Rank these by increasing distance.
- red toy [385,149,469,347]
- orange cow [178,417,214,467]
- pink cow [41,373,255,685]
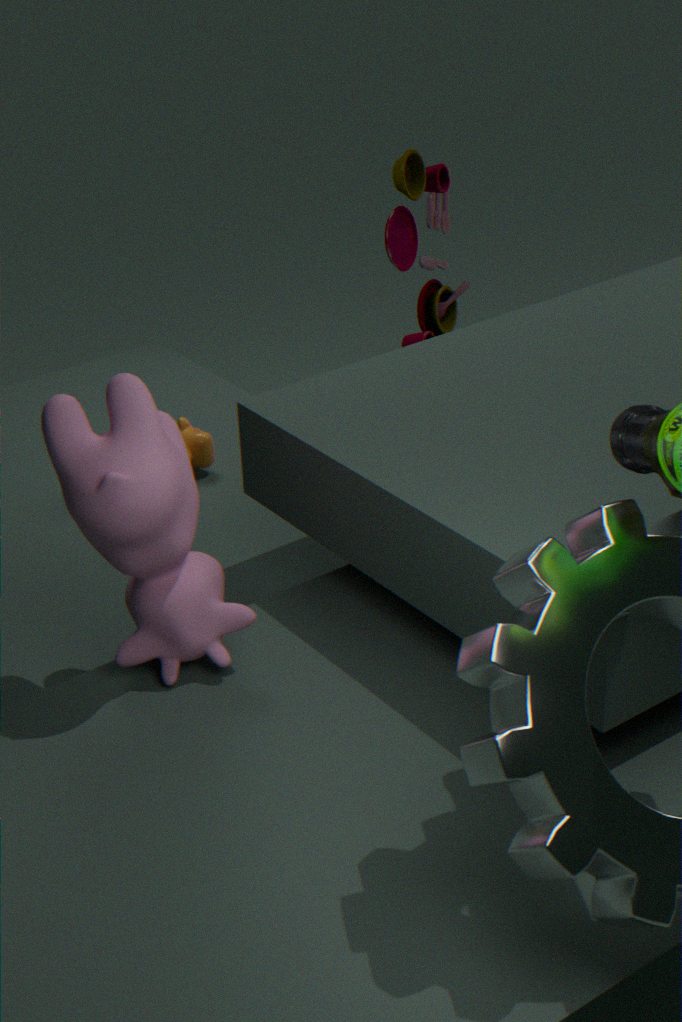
pink cow [41,373,255,685], orange cow [178,417,214,467], red toy [385,149,469,347]
